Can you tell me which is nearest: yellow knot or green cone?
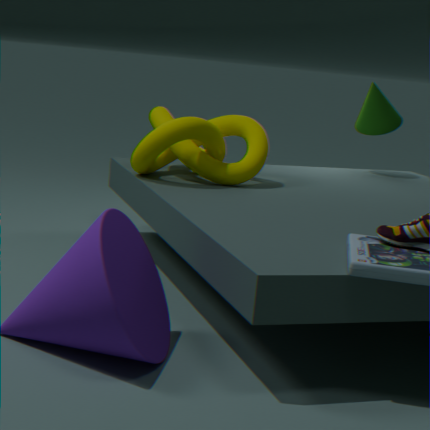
yellow knot
